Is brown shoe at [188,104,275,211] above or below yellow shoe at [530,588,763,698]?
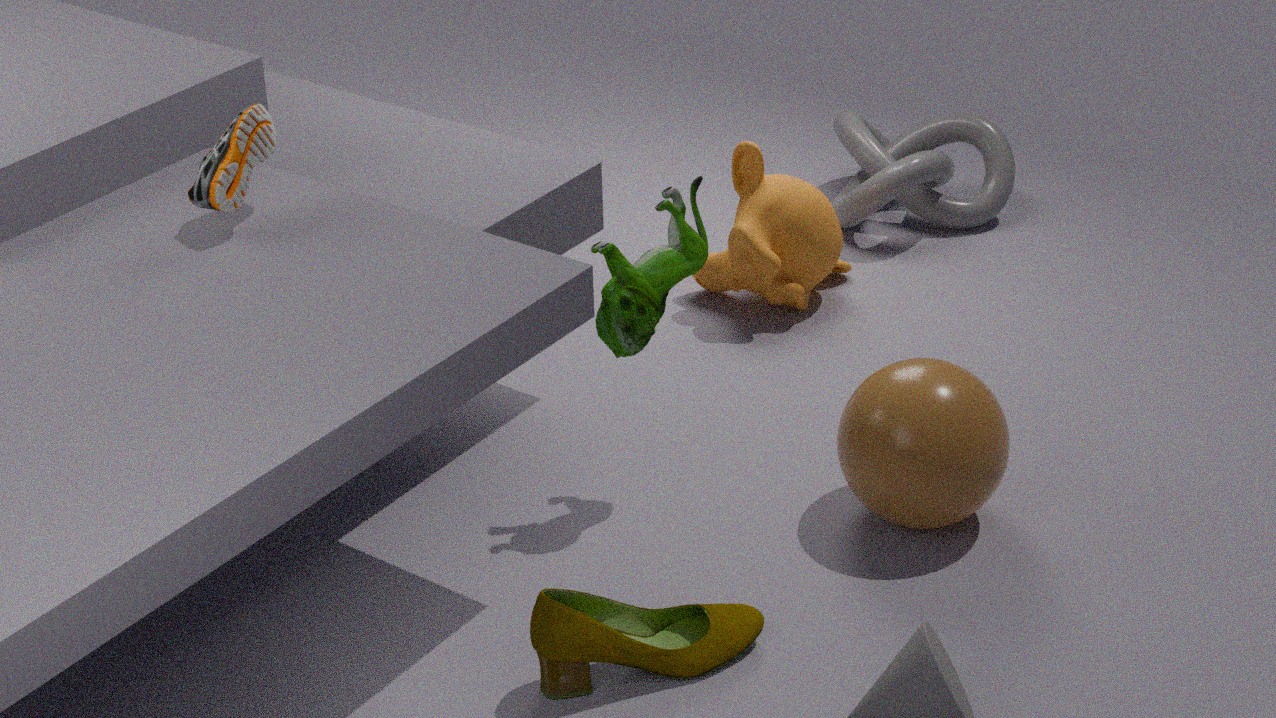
above
